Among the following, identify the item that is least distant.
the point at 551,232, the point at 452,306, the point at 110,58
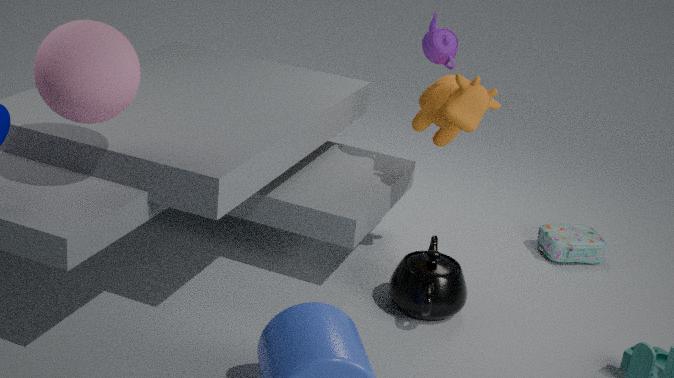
the point at 110,58
